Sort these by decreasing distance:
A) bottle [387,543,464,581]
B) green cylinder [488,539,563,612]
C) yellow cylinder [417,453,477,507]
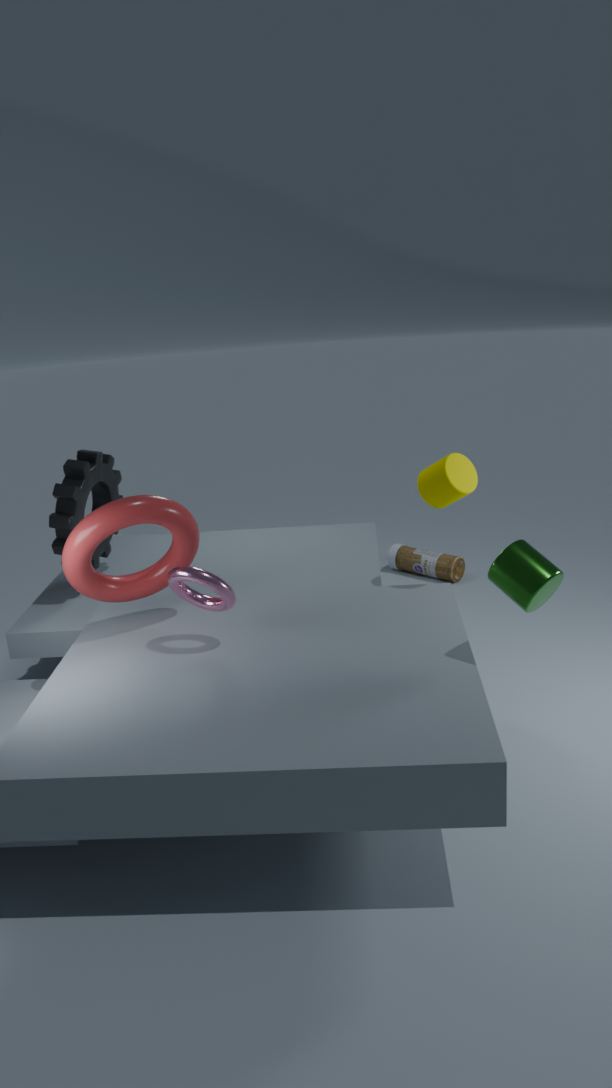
bottle [387,543,464,581], yellow cylinder [417,453,477,507], green cylinder [488,539,563,612]
